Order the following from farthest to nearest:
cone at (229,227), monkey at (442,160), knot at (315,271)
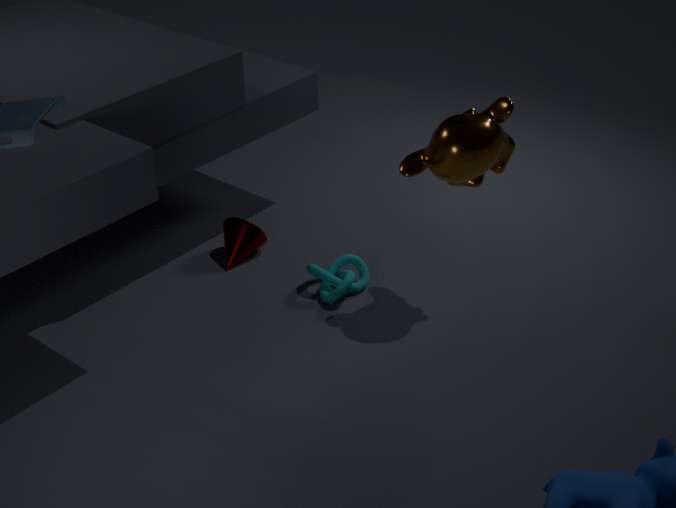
cone at (229,227), knot at (315,271), monkey at (442,160)
